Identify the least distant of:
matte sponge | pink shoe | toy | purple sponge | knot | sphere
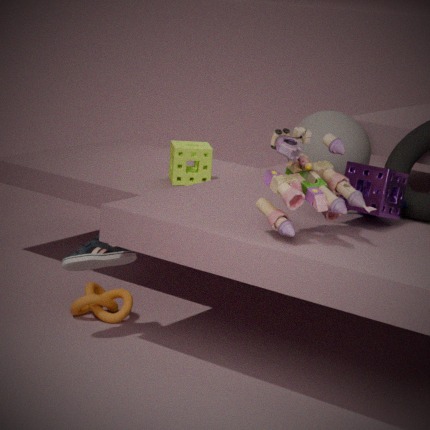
toy
